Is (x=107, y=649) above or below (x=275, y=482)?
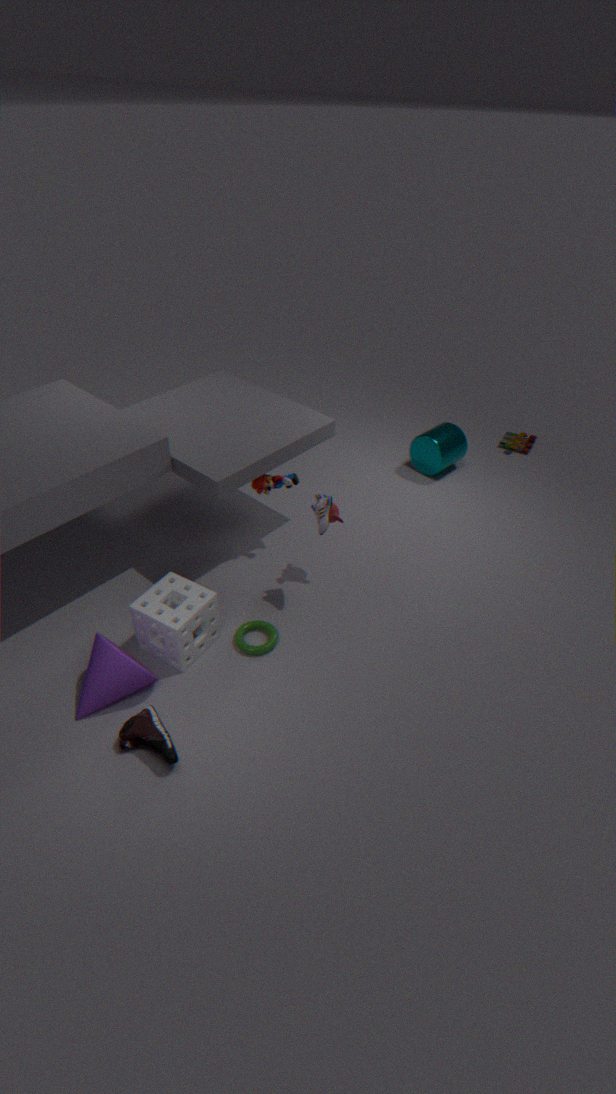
below
